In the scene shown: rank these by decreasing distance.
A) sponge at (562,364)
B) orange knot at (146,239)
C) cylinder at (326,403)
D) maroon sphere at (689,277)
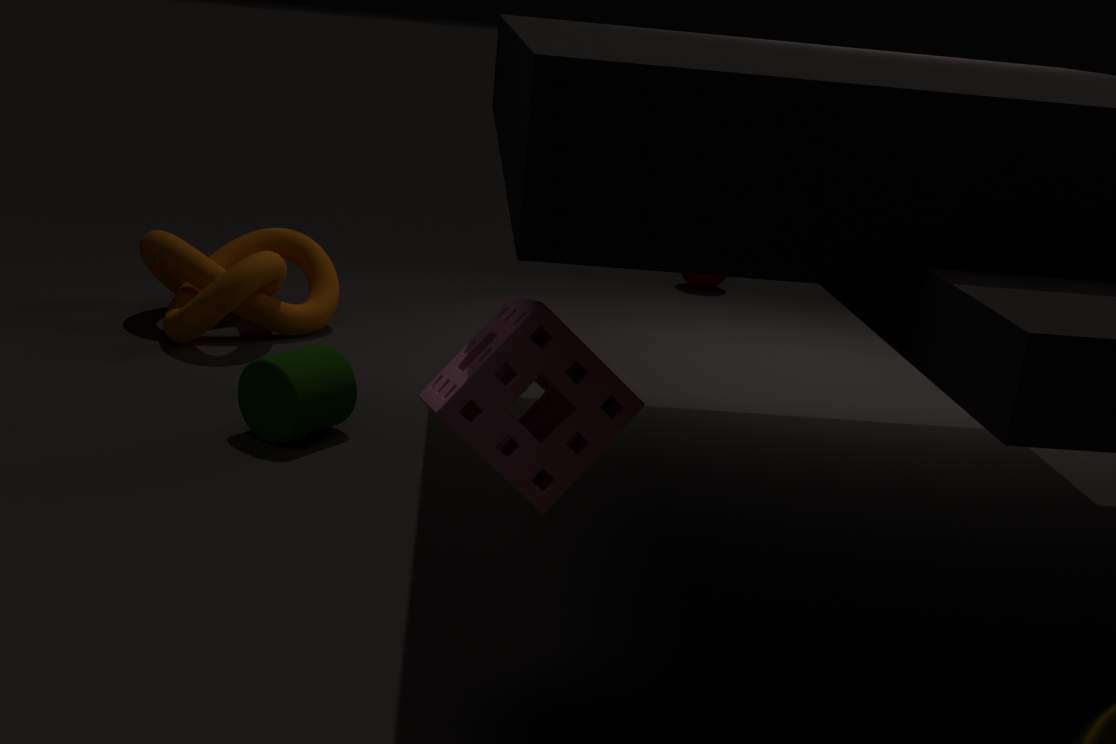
maroon sphere at (689,277) → orange knot at (146,239) → cylinder at (326,403) → sponge at (562,364)
